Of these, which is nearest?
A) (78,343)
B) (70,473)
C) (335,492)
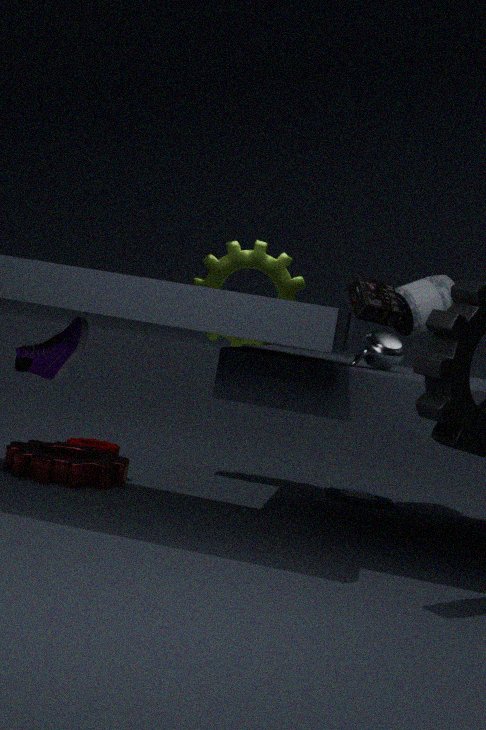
(78,343)
